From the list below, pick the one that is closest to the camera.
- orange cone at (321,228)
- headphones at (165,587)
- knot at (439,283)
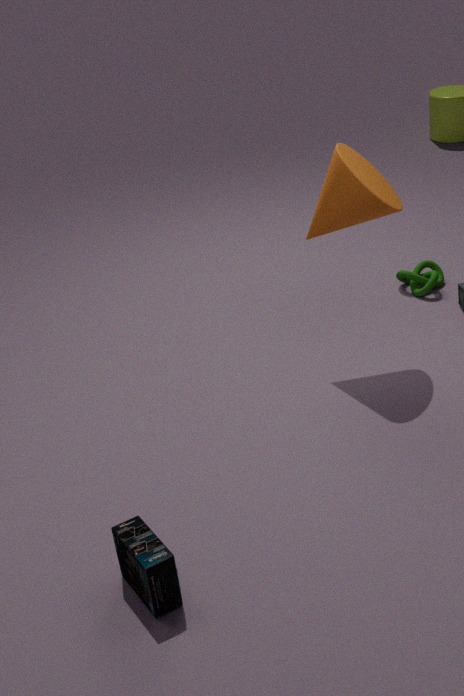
headphones at (165,587)
